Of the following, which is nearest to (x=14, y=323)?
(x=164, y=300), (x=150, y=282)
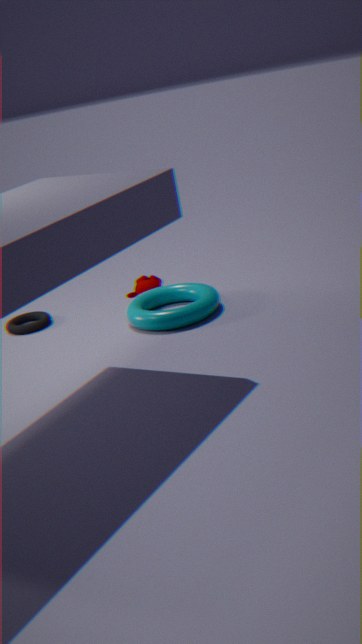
(x=150, y=282)
